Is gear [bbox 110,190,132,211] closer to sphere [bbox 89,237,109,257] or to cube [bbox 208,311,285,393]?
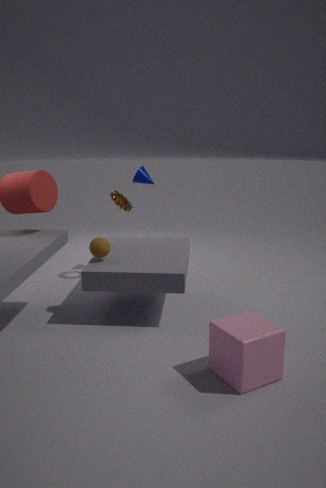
sphere [bbox 89,237,109,257]
